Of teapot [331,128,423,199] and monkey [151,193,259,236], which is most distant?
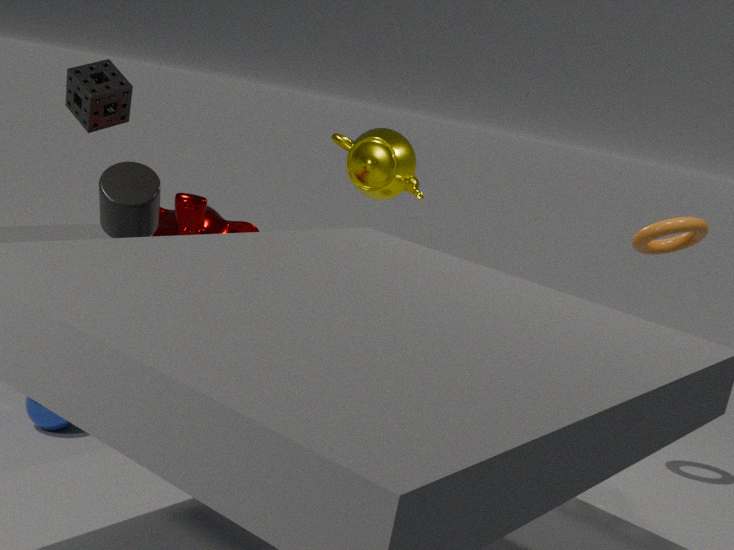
teapot [331,128,423,199]
